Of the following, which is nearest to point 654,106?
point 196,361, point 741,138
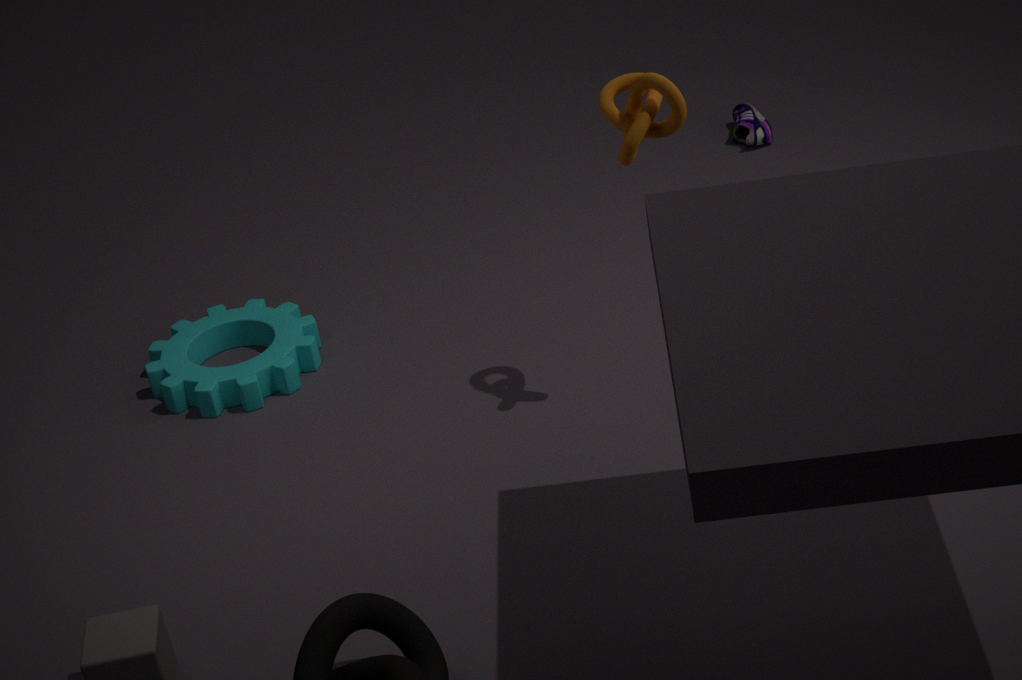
point 196,361
